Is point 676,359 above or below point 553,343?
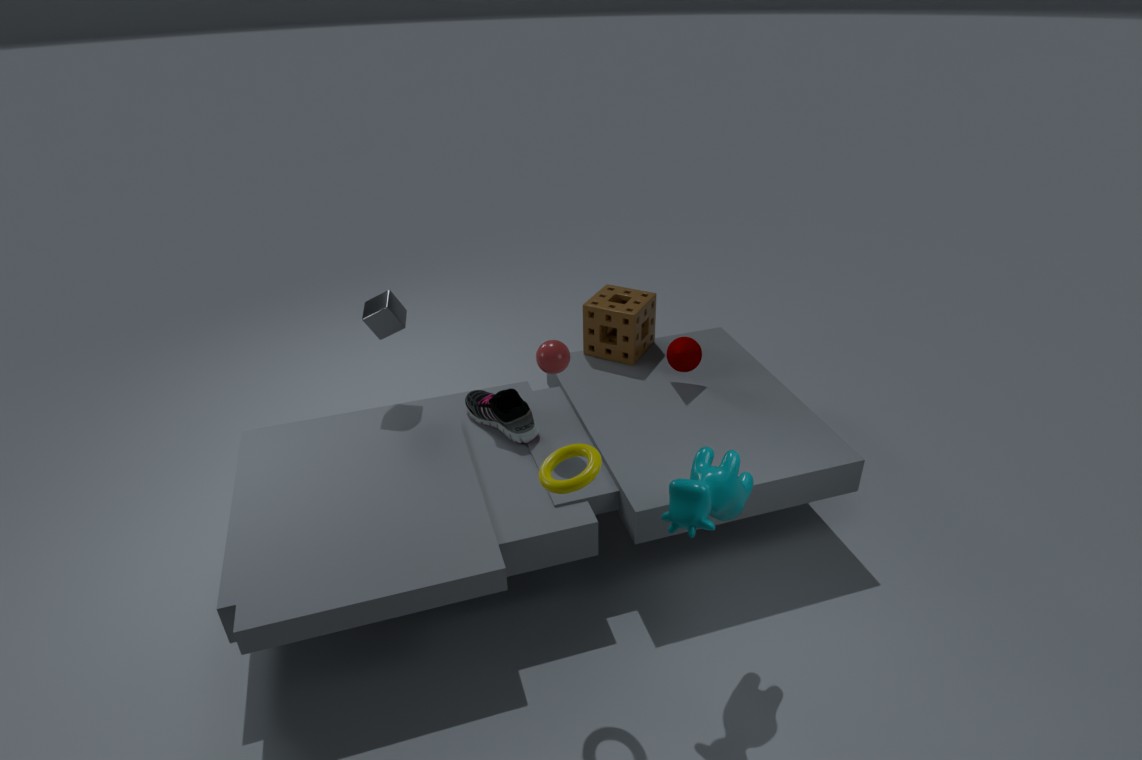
below
